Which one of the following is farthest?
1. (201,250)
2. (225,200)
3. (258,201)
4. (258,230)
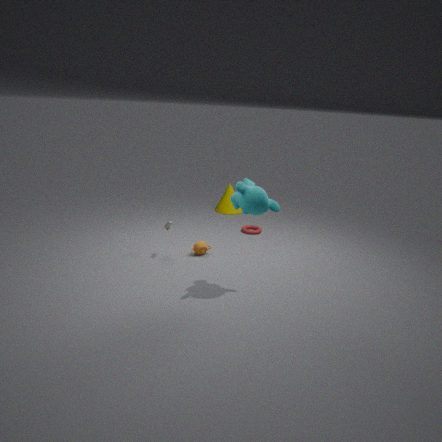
(225,200)
